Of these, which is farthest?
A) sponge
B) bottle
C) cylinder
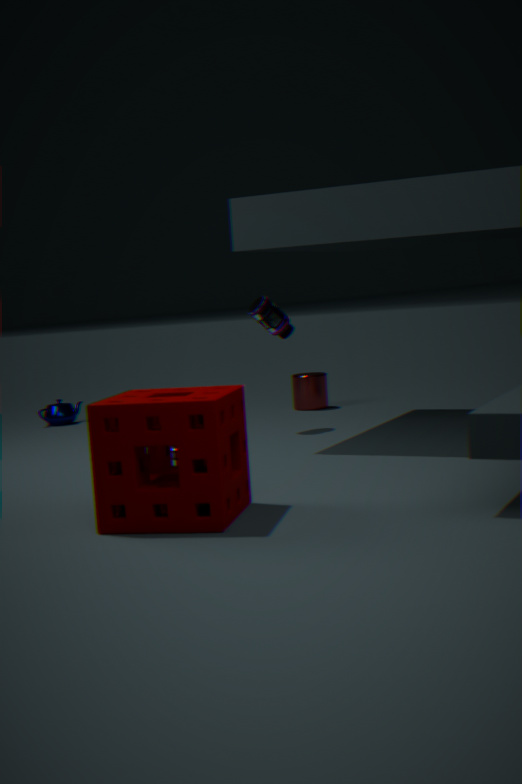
cylinder
